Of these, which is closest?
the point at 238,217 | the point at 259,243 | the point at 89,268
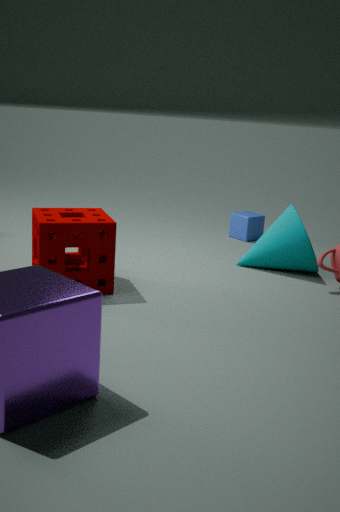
the point at 89,268
